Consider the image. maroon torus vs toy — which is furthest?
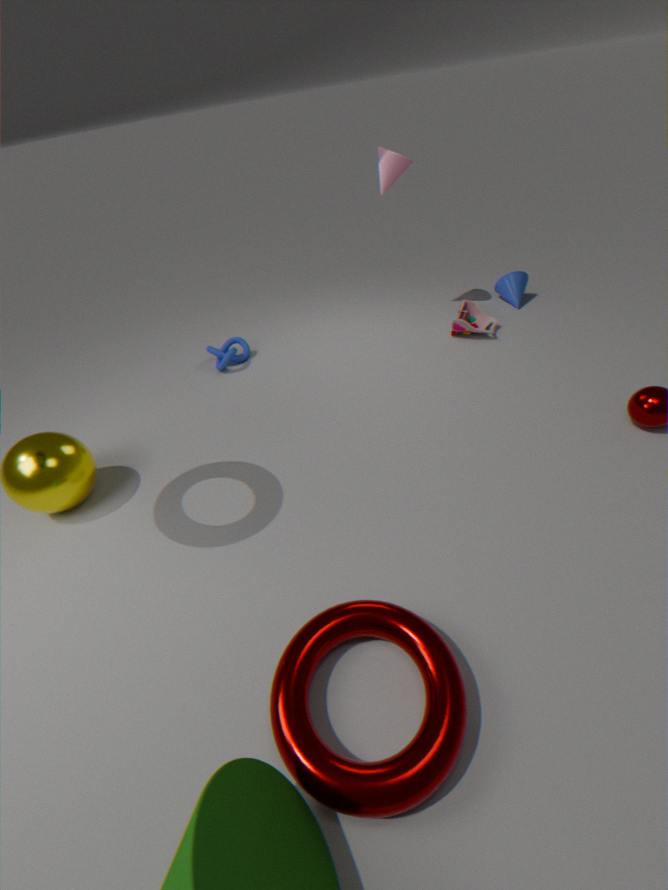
toy
